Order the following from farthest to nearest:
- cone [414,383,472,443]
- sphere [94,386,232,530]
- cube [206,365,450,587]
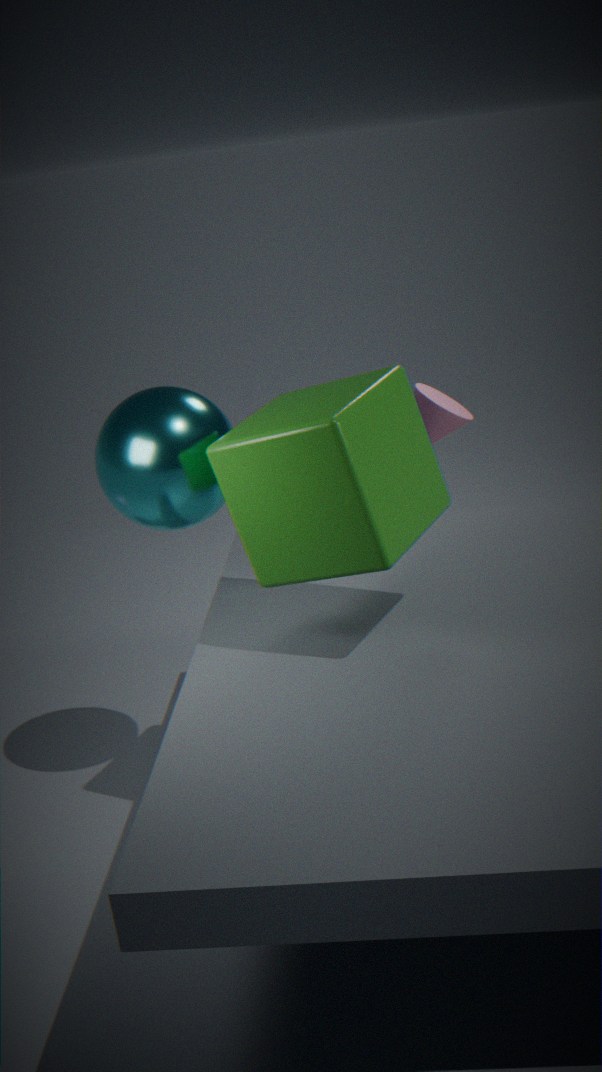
cone [414,383,472,443]
sphere [94,386,232,530]
cube [206,365,450,587]
